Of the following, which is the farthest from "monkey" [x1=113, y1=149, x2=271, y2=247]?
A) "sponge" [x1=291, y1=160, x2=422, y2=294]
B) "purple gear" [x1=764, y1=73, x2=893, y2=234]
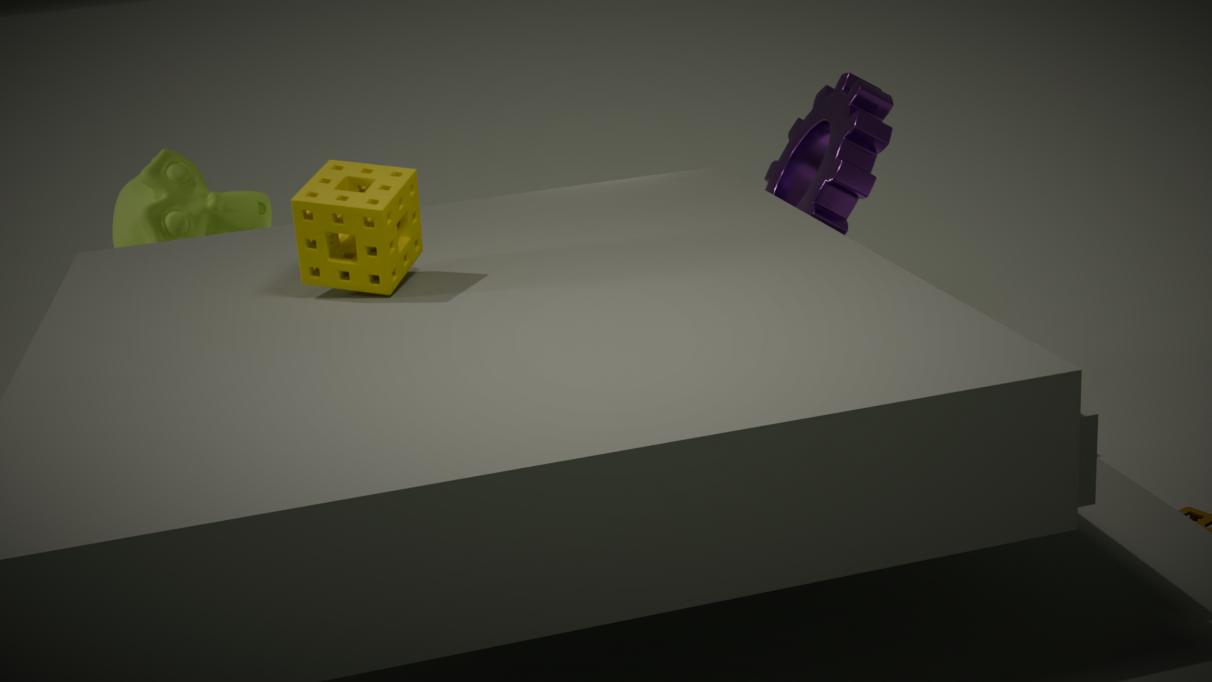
"purple gear" [x1=764, y1=73, x2=893, y2=234]
